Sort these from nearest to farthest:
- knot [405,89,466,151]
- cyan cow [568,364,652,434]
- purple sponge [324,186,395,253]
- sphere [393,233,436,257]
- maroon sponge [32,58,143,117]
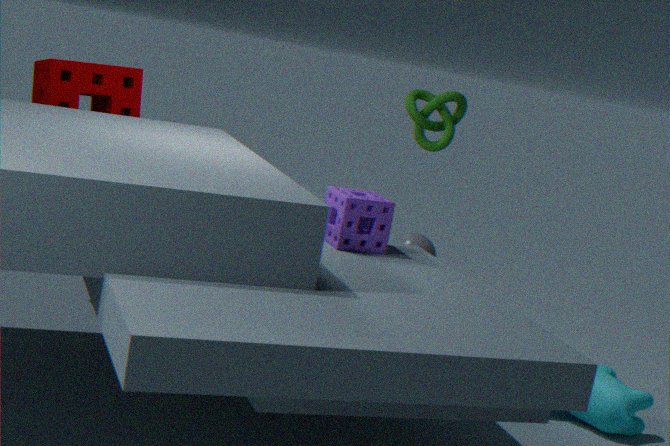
purple sponge [324,186,395,253], sphere [393,233,436,257], cyan cow [568,364,652,434], maroon sponge [32,58,143,117], knot [405,89,466,151]
